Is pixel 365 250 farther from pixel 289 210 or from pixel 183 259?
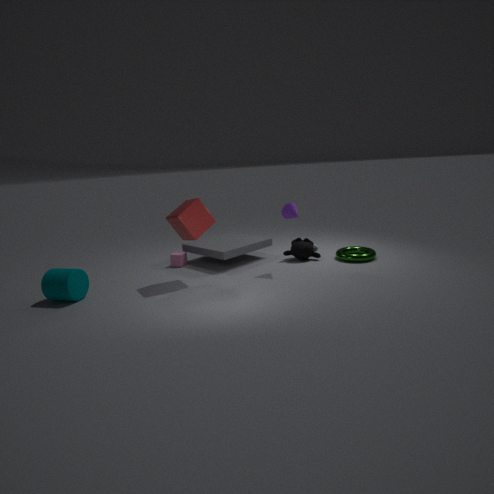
pixel 183 259
